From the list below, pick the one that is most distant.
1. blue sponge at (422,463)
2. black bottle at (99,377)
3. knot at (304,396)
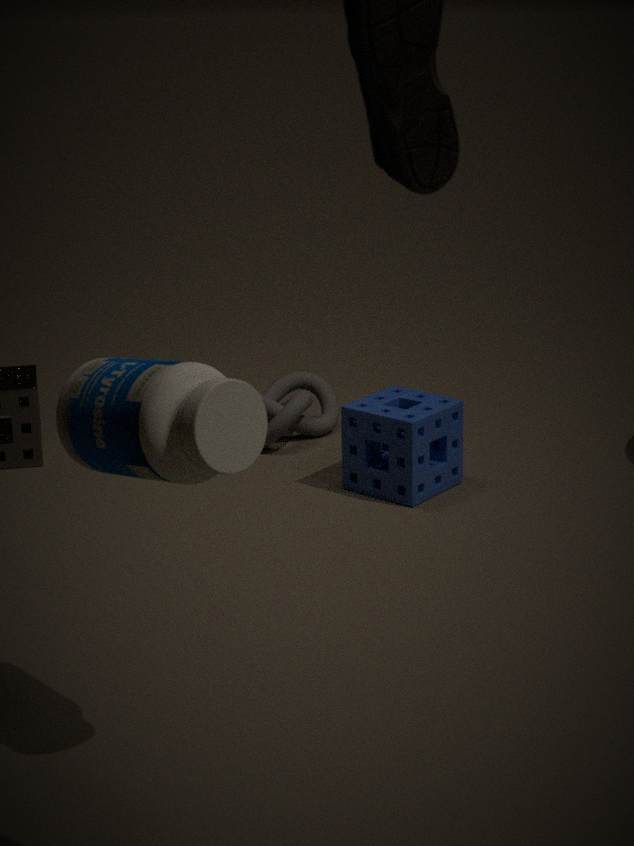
knot at (304,396)
